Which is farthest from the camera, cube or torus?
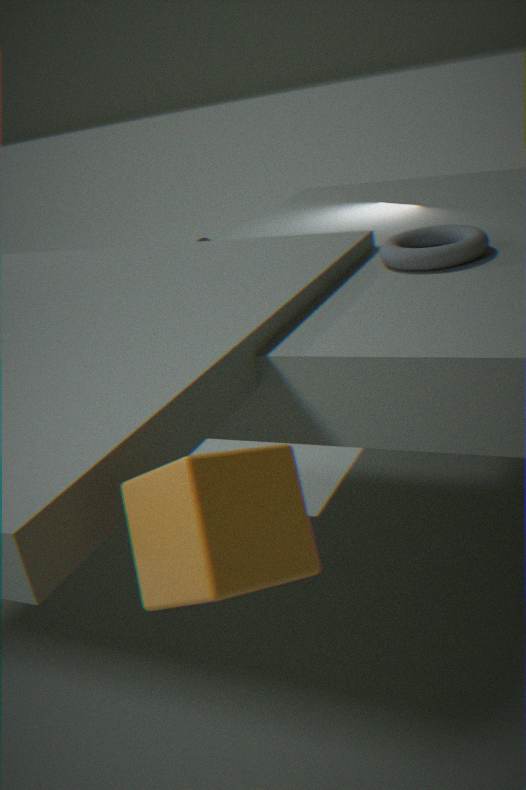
torus
